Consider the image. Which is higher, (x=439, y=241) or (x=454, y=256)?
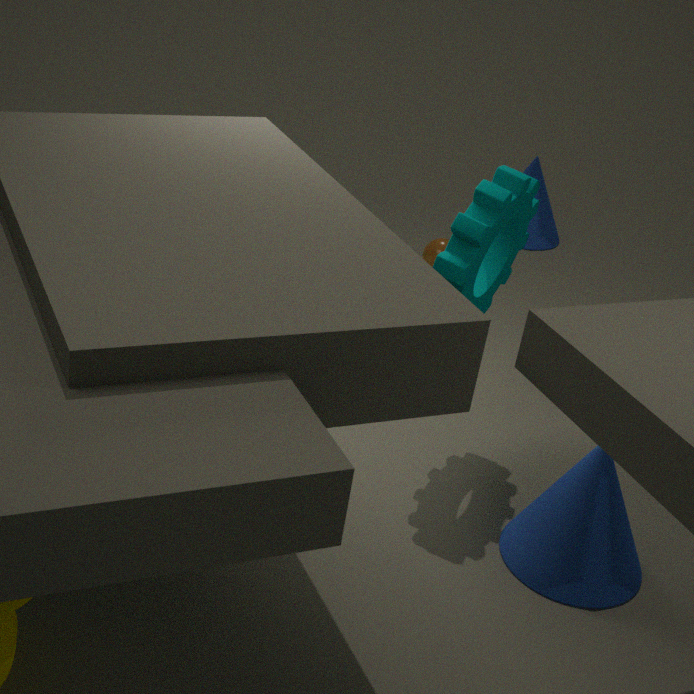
(x=454, y=256)
